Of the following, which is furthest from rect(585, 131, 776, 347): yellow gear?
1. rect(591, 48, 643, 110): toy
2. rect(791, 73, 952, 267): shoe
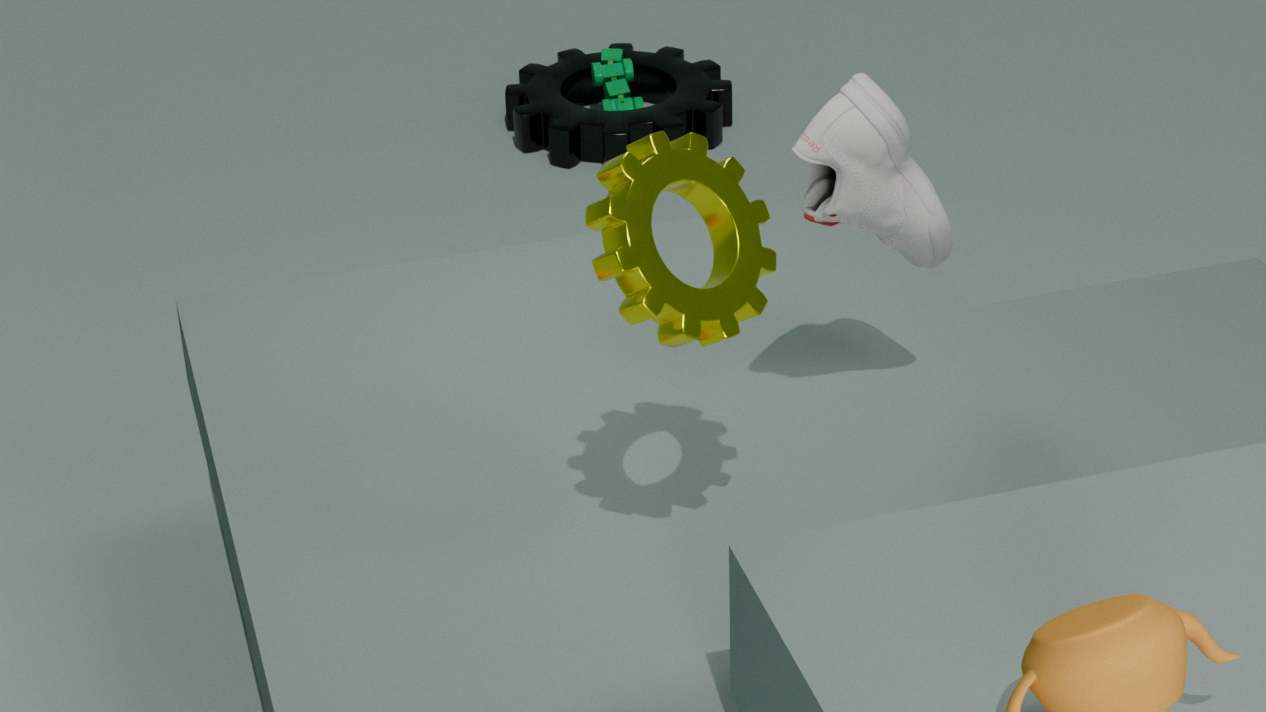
rect(591, 48, 643, 110): toy
